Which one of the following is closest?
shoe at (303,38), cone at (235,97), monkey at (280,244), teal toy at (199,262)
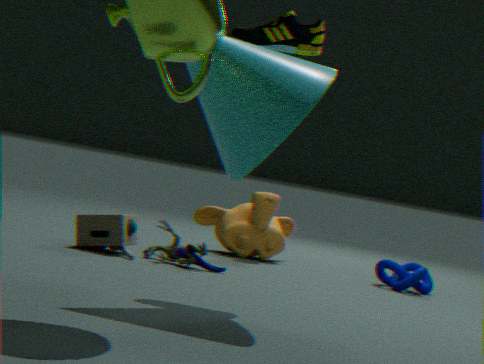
cone at (235,97)
